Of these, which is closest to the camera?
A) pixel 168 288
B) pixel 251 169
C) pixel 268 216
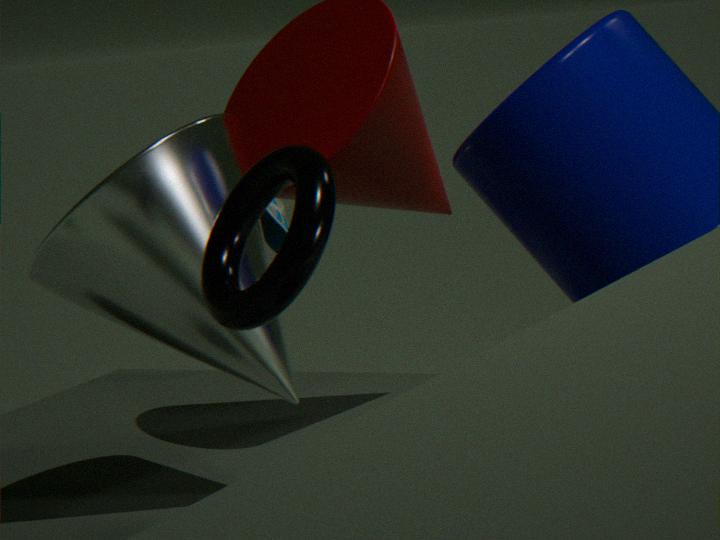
pixel 251 169
